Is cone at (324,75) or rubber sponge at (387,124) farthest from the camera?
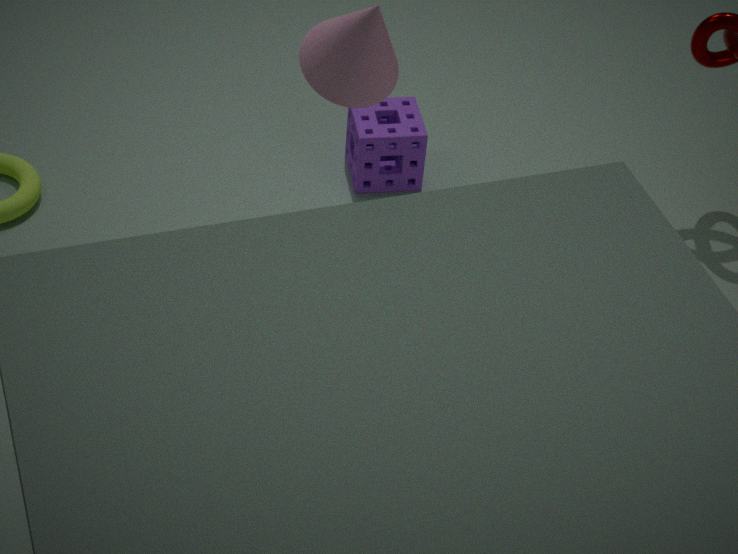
rubber sponge at (387,124)
